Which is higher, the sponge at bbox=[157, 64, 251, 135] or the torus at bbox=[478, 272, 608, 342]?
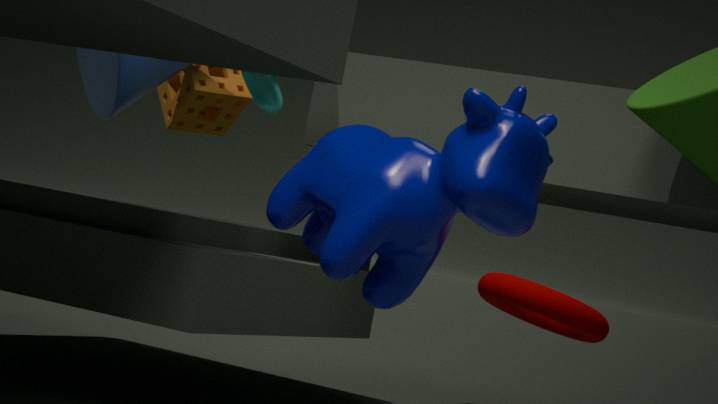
the sponge at bbox=[157, 64, 251, 135]
